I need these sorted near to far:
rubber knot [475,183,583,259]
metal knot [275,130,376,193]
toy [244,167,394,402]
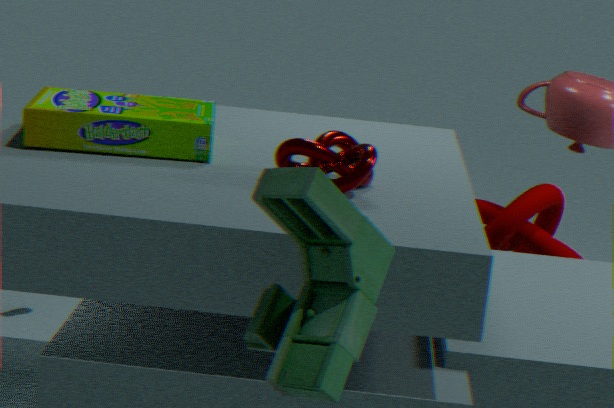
toy [244,167,394,402] → metal knot [275,130,376,193] → rubber knot [475,183,583,259]
